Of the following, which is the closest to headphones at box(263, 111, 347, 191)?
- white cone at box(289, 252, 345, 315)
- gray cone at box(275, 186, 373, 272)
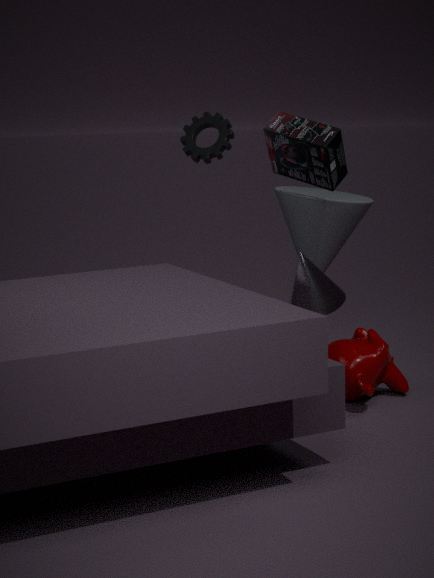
gray cone at box(275, 186, 373, 272)
